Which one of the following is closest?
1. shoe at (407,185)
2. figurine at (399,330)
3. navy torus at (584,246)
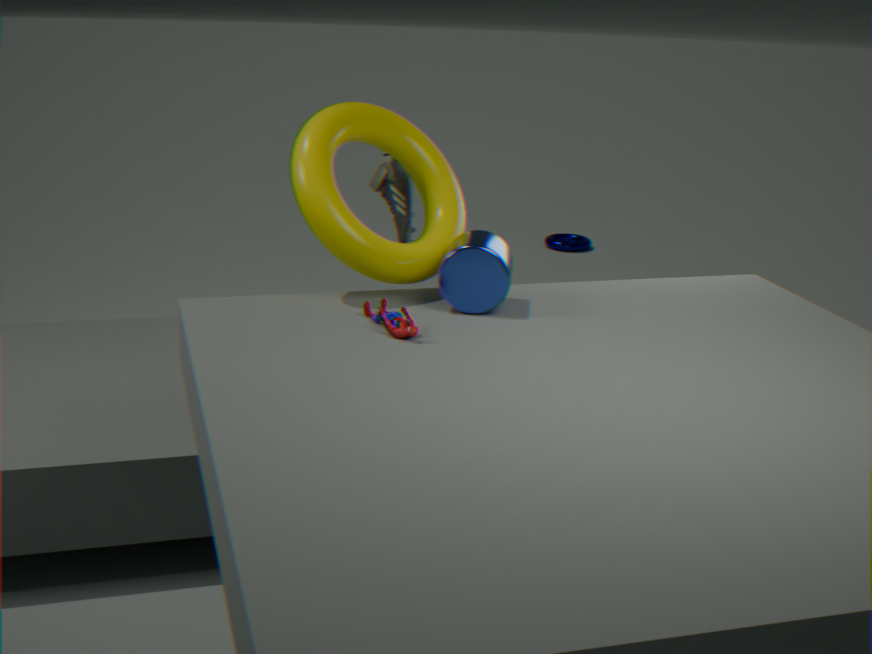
figurine at (399,330)
